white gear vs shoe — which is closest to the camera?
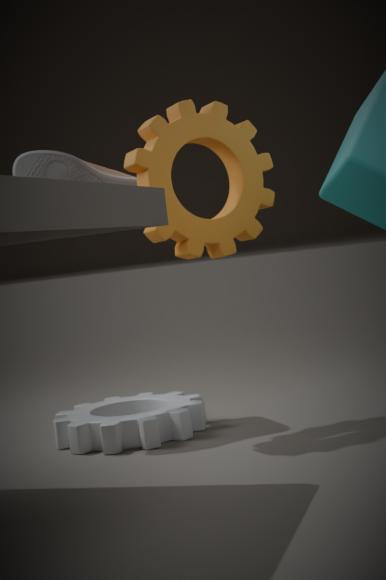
white gear
